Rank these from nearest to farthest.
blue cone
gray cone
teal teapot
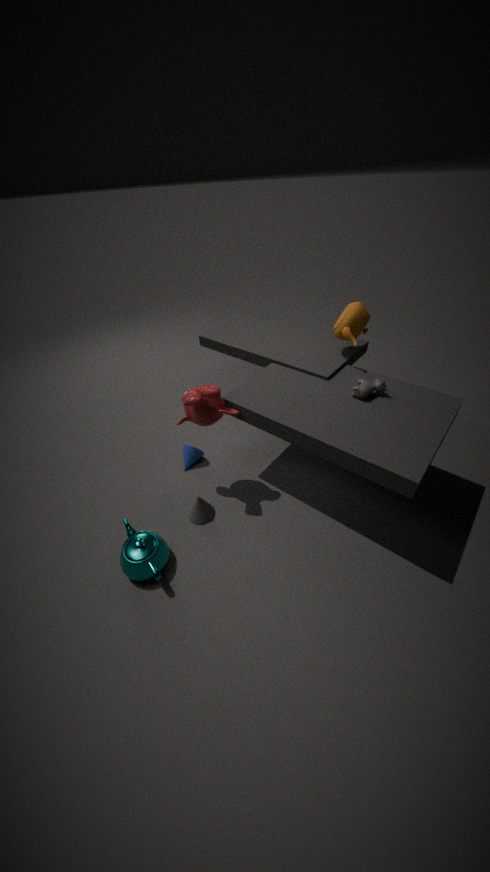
teal teapot < gray cone < blue cone
